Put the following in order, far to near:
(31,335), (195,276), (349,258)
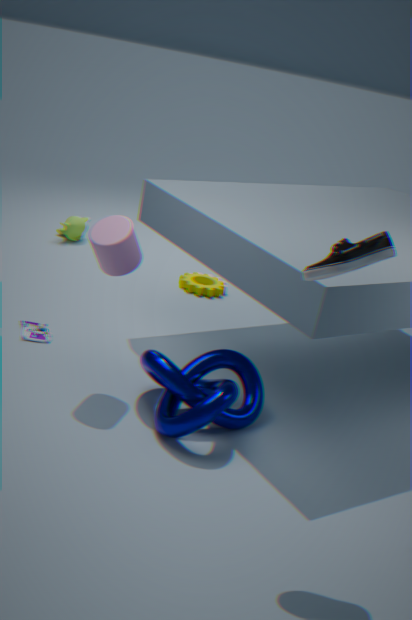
(195,276), (31,335), (349,258)
